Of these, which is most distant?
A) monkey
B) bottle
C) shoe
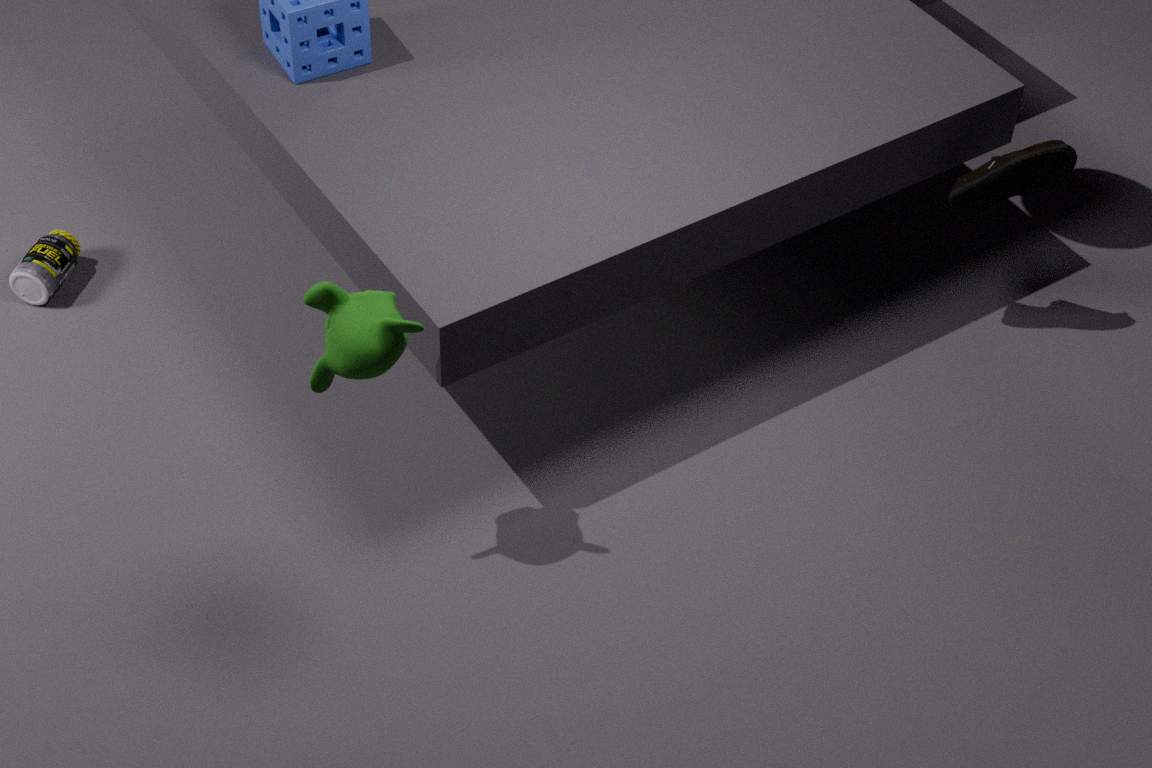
bottle
